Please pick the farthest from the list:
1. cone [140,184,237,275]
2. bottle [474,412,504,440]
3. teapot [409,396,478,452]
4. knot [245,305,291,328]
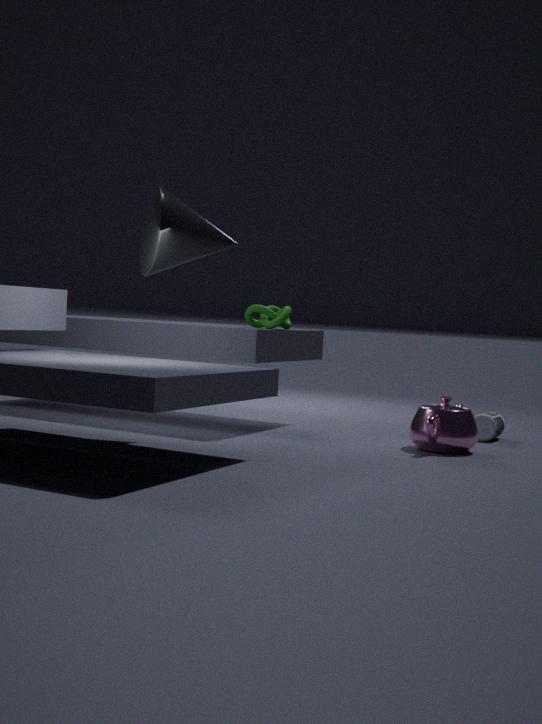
bottle [474,412,504,440]
